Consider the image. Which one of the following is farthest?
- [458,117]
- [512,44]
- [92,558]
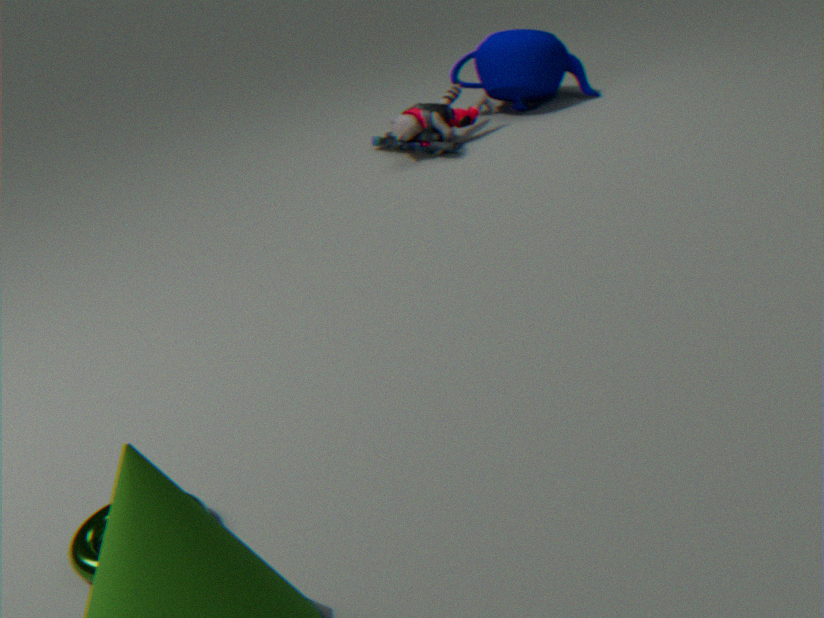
[512,44]
